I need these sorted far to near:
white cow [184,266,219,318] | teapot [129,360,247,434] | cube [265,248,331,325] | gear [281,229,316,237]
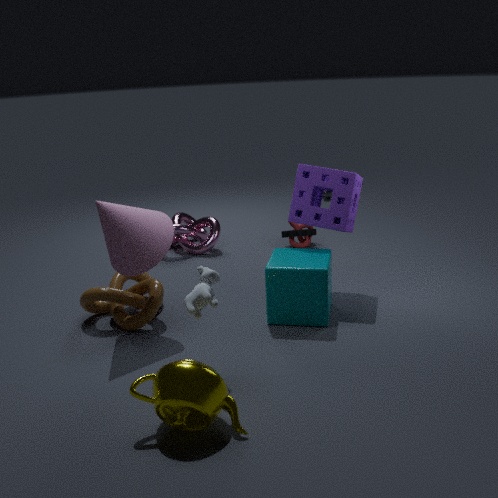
gear [281,229,316,237], cube [265,248,331,325], white cow [184,266,219,318], teapot [129,360,247,434]
